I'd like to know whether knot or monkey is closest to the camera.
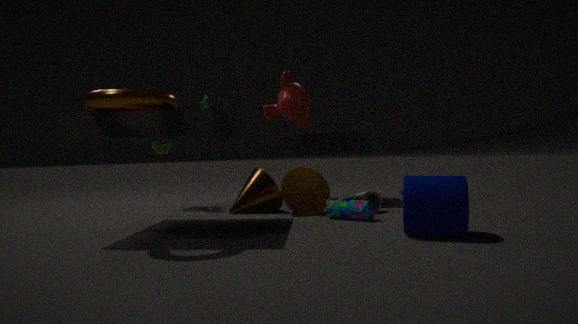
monkey
